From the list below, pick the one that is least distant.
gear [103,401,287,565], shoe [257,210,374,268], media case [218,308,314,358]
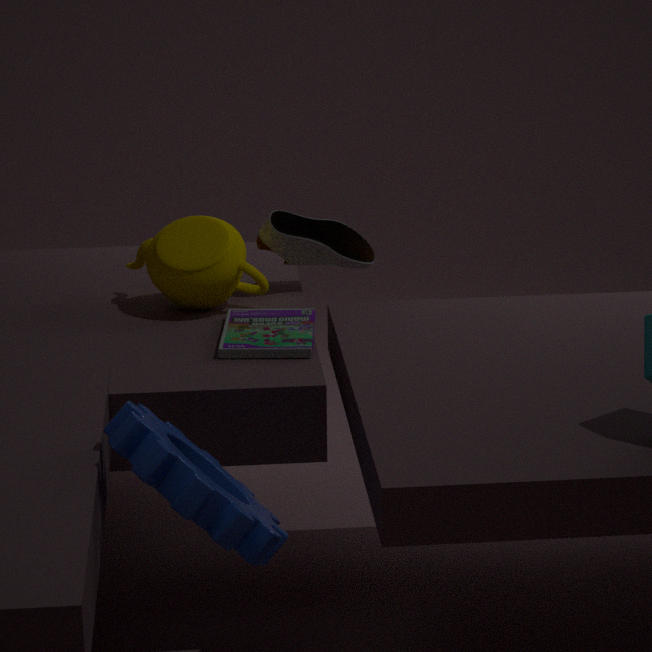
gear [103,401,287,565]
